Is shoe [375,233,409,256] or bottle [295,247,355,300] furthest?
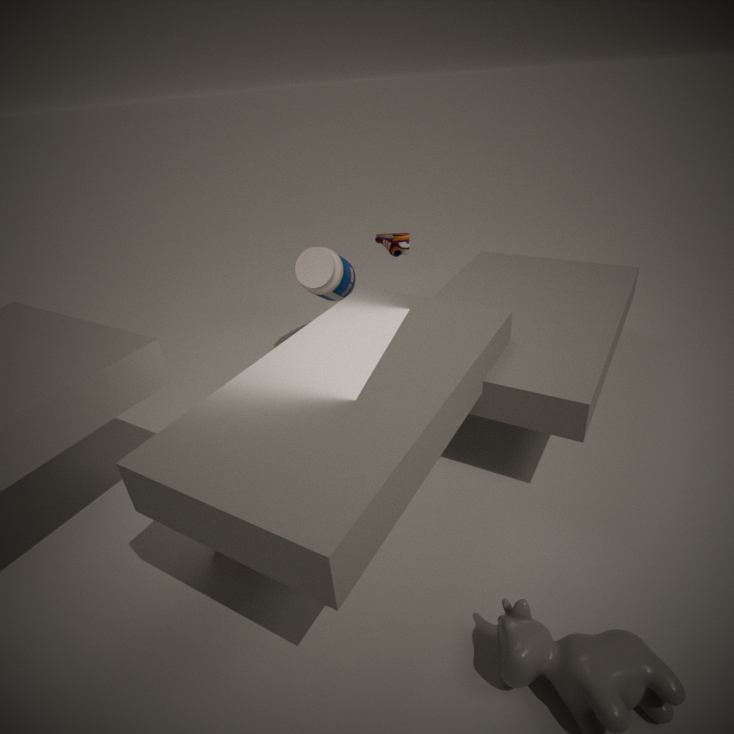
bottle [295,247,355,300]
